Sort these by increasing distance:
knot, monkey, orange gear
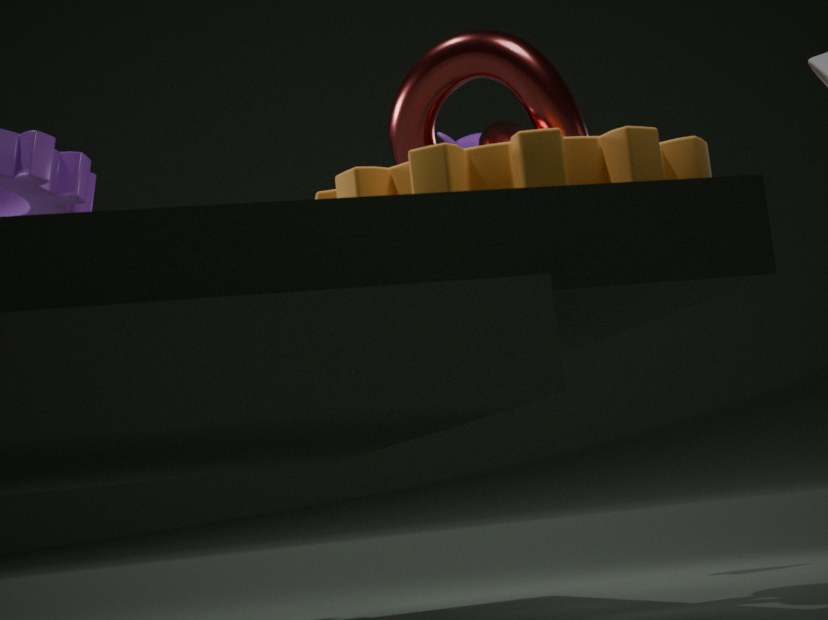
1. orange gear
2. knot
3. monkey
